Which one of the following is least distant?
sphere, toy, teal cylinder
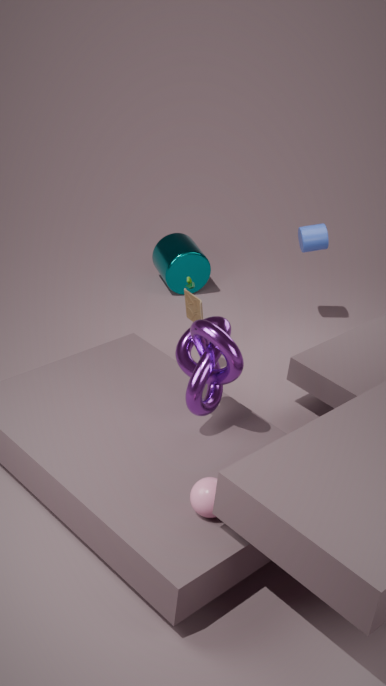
sphere
